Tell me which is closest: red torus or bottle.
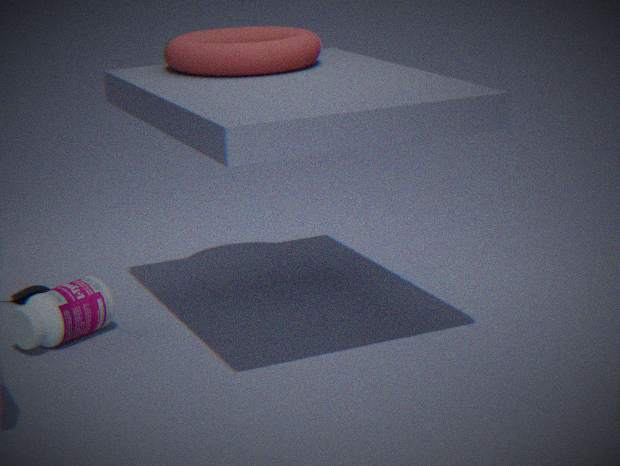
red torus
